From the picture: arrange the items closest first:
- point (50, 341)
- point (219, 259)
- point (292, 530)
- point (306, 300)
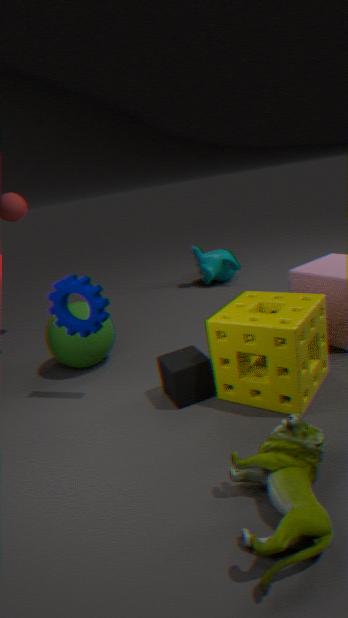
point (292, 530) < point (306, 300) < point (50, 341) < point (219, 259)
